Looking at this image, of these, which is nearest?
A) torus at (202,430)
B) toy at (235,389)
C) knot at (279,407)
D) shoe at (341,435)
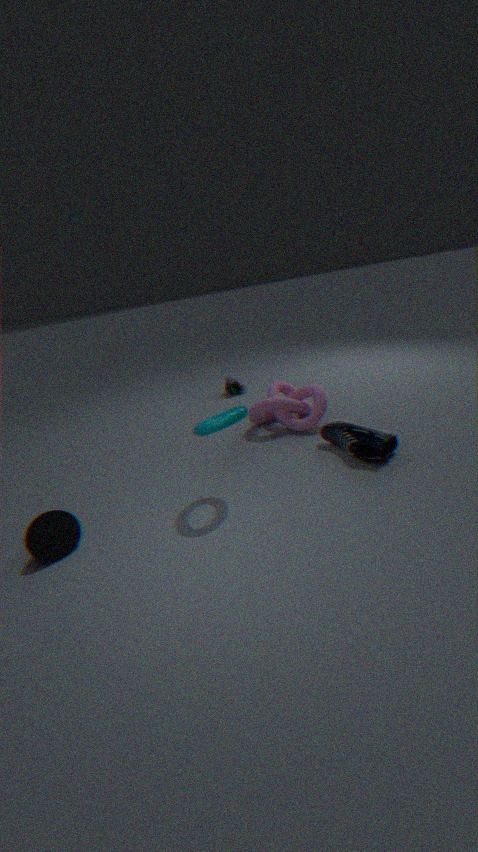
torus at (202,430)
